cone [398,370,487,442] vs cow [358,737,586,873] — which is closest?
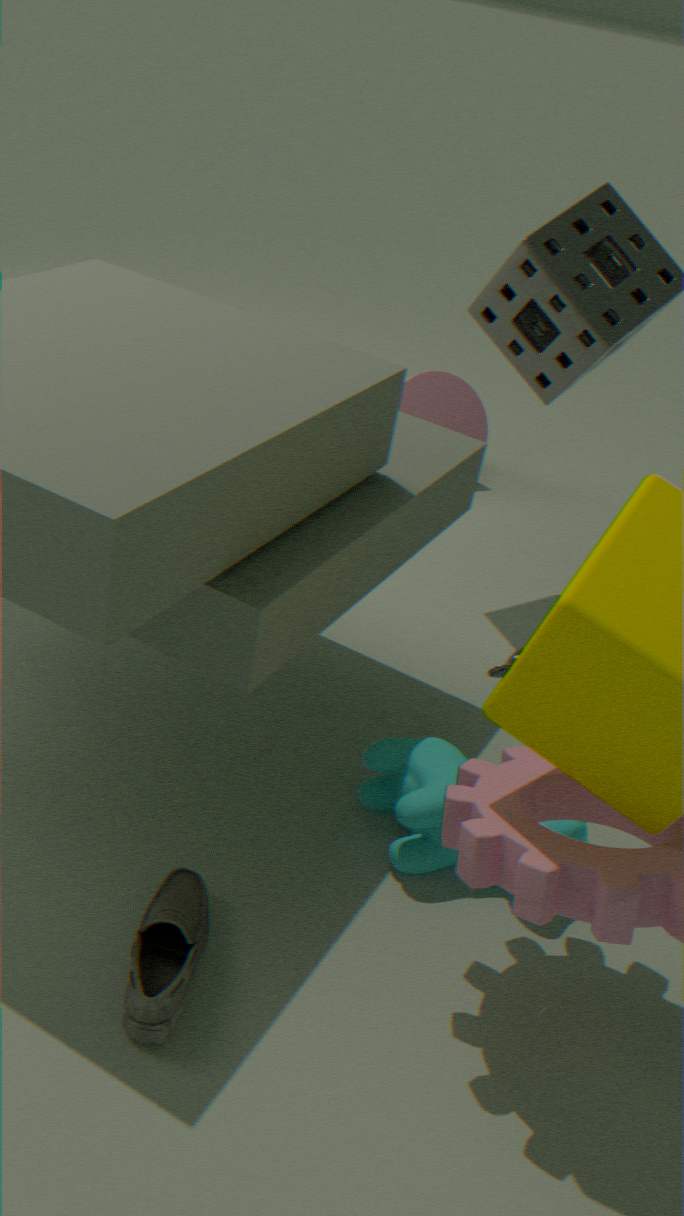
cow [358,737,586,873]
